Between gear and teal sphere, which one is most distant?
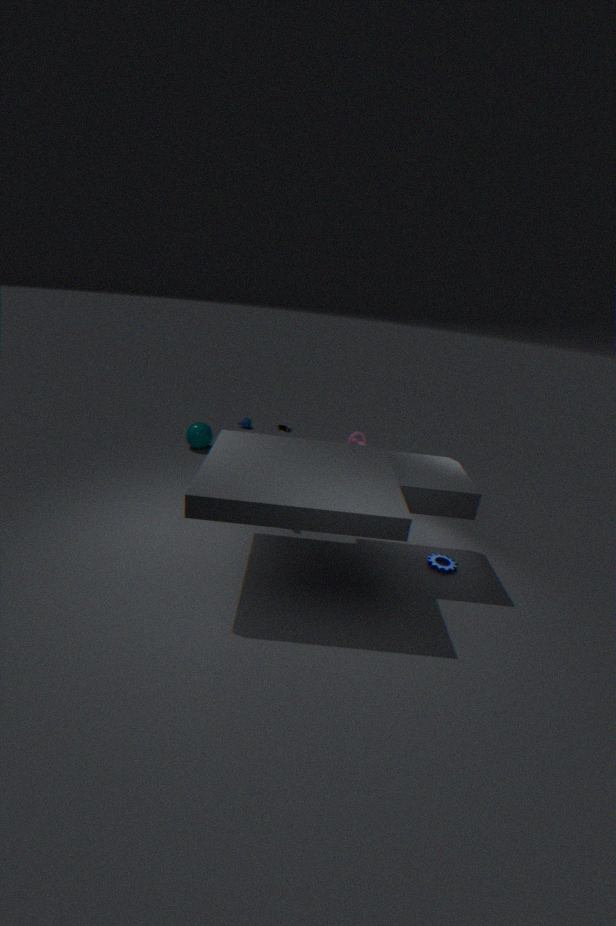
teal sphere
